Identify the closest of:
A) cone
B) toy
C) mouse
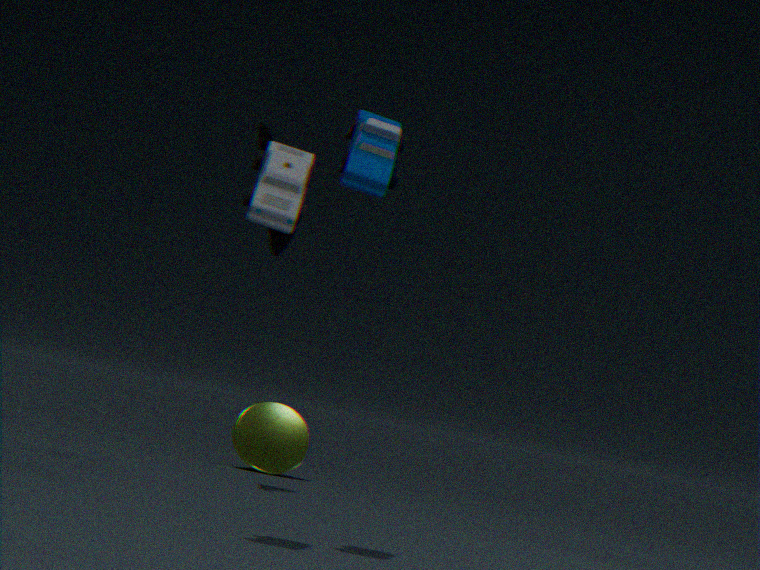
toy
